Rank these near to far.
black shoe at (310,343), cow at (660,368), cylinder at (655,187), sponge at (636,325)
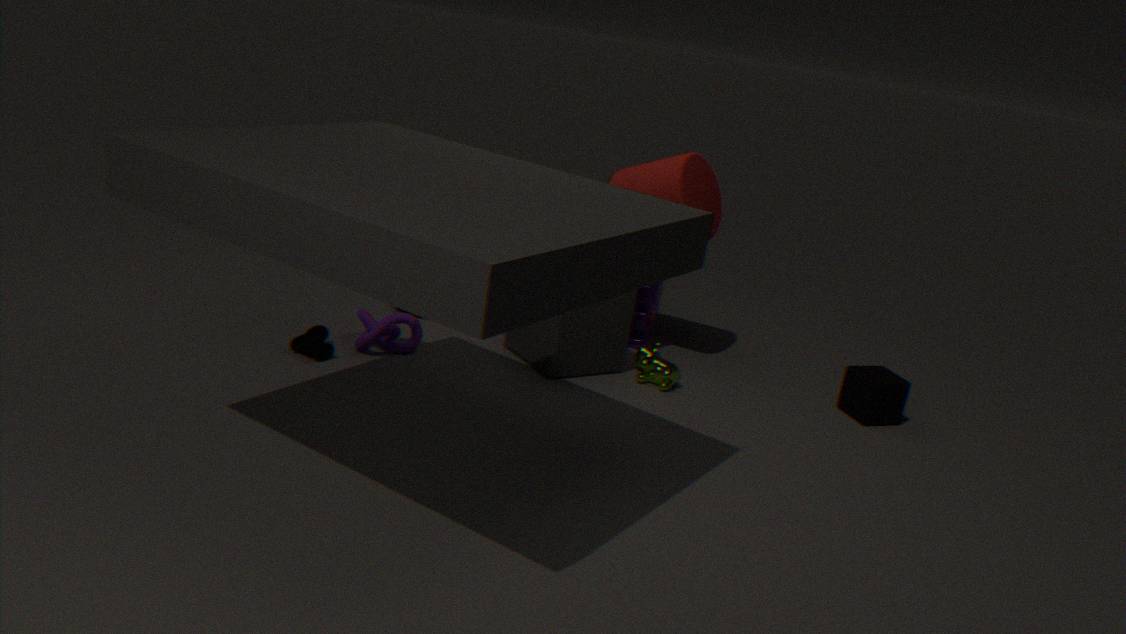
black shoe at (310,343)
cow at (660,368)
cylinder at (655,187)
sponge at (636,325)
